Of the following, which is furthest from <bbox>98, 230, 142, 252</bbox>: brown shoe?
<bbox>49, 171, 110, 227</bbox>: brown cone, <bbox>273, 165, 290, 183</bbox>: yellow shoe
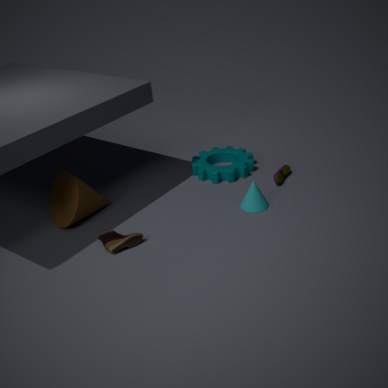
<bbox>273, 165, 290, 183</bbox>: yellow shoe
